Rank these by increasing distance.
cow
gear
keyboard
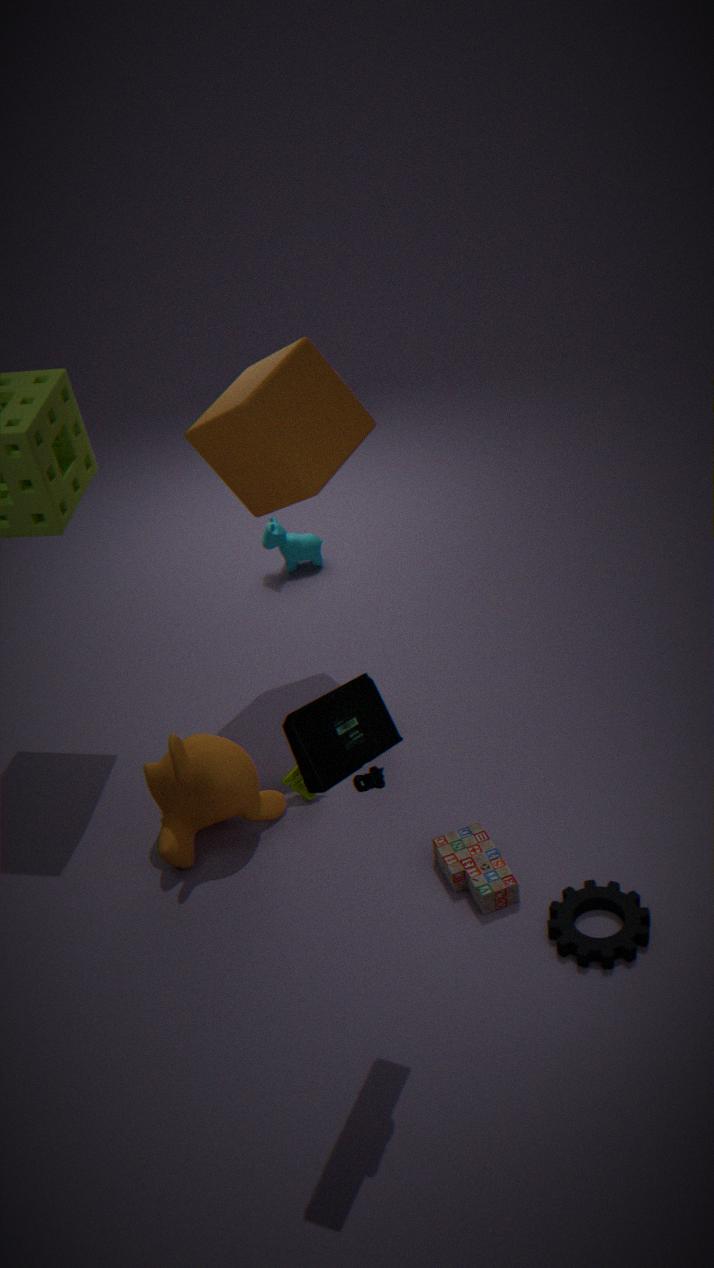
keyboard → gear → cow
